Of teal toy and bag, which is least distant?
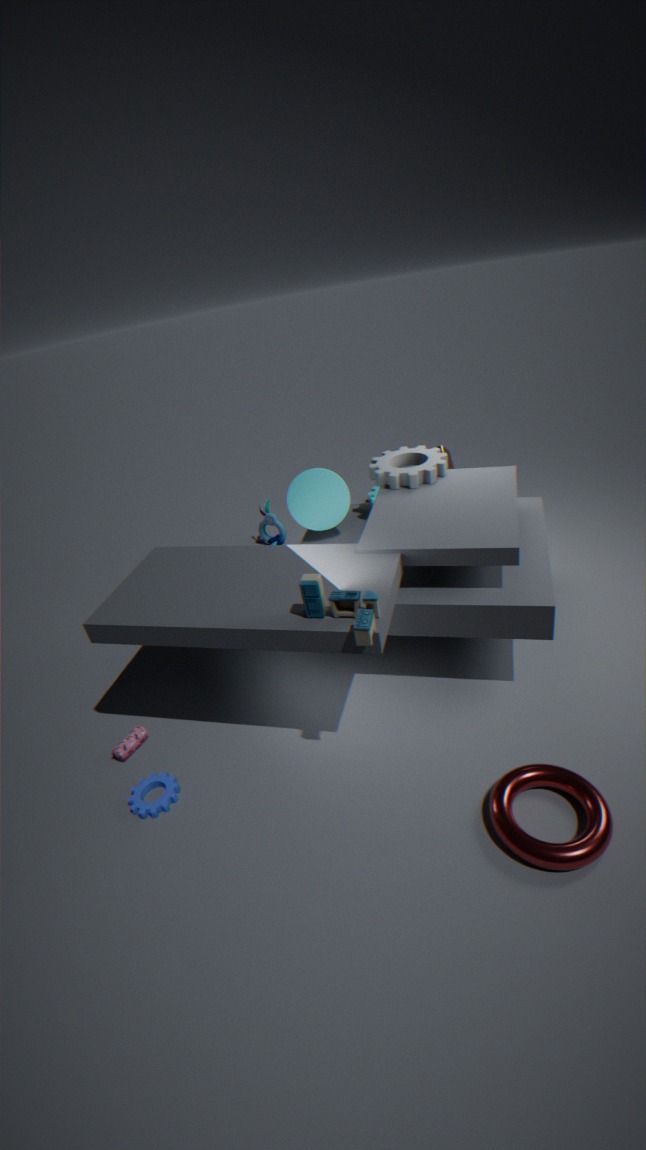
teal toy
